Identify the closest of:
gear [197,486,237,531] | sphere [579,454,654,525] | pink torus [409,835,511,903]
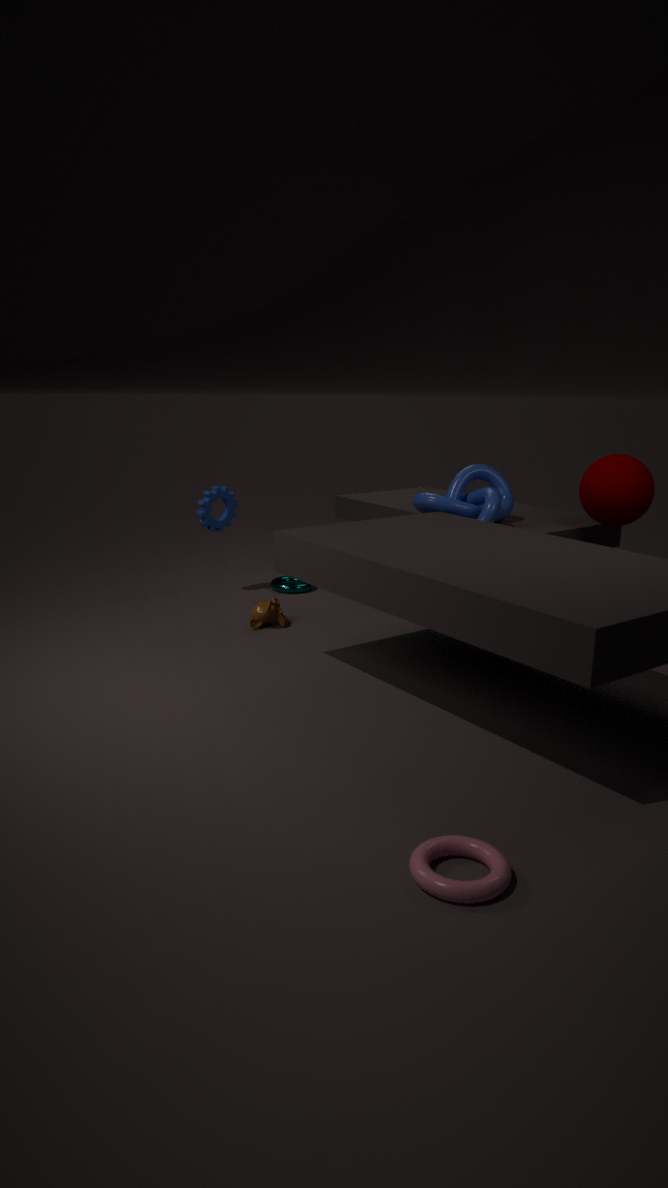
pink torus [409,835,511,903]
